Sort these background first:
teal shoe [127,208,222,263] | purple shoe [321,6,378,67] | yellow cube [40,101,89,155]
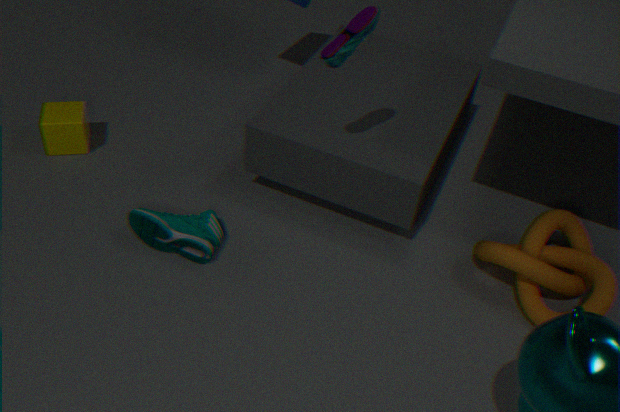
yellow cube [40,101,89,155] → teal shoe [127,208,222,263] → purple shoe [321,6,378,67]
